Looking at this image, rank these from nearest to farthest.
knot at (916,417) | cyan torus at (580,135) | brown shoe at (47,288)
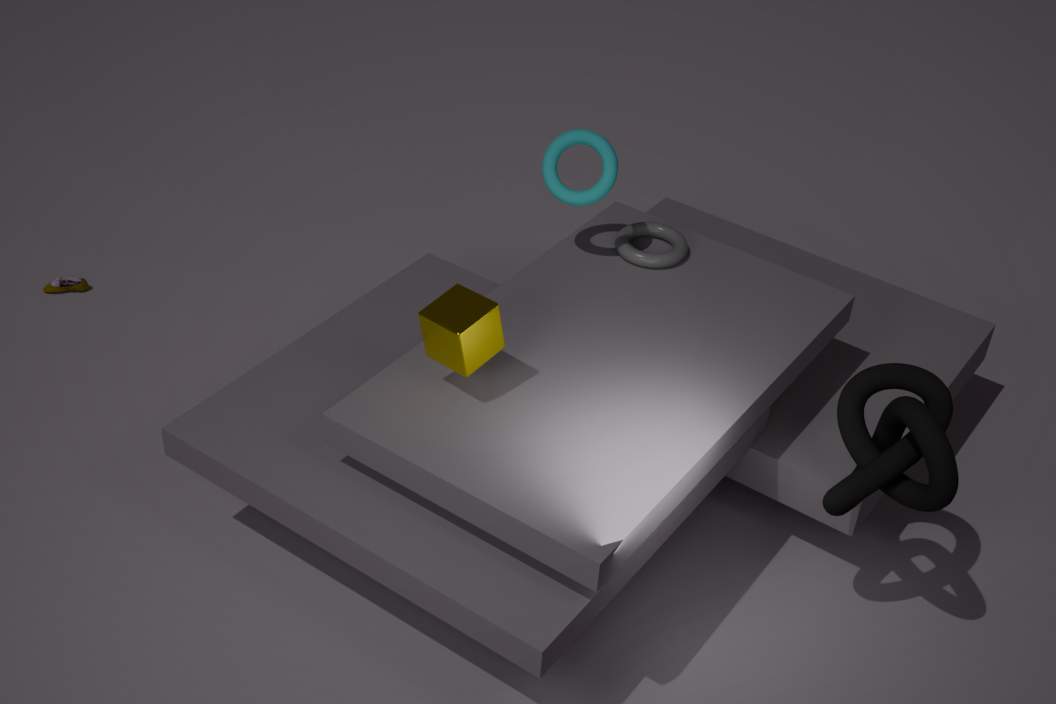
1. knot at (916,417)
2. cyan torus at (580,135)
3. brown shoe at (47,288)
